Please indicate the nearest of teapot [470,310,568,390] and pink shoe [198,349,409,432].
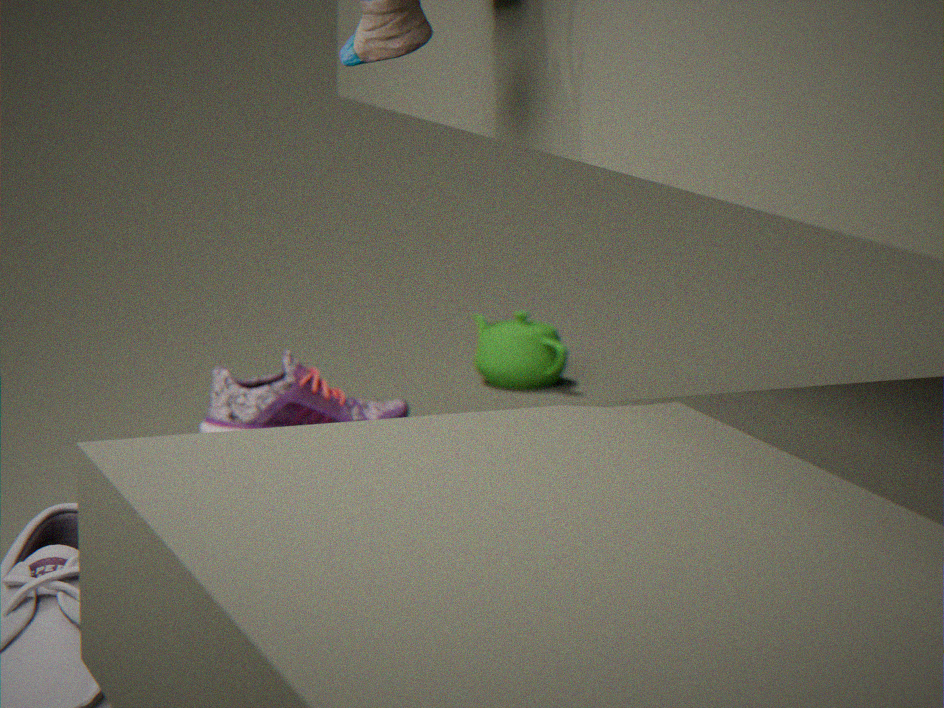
pink shoe [198,349,409,432]
